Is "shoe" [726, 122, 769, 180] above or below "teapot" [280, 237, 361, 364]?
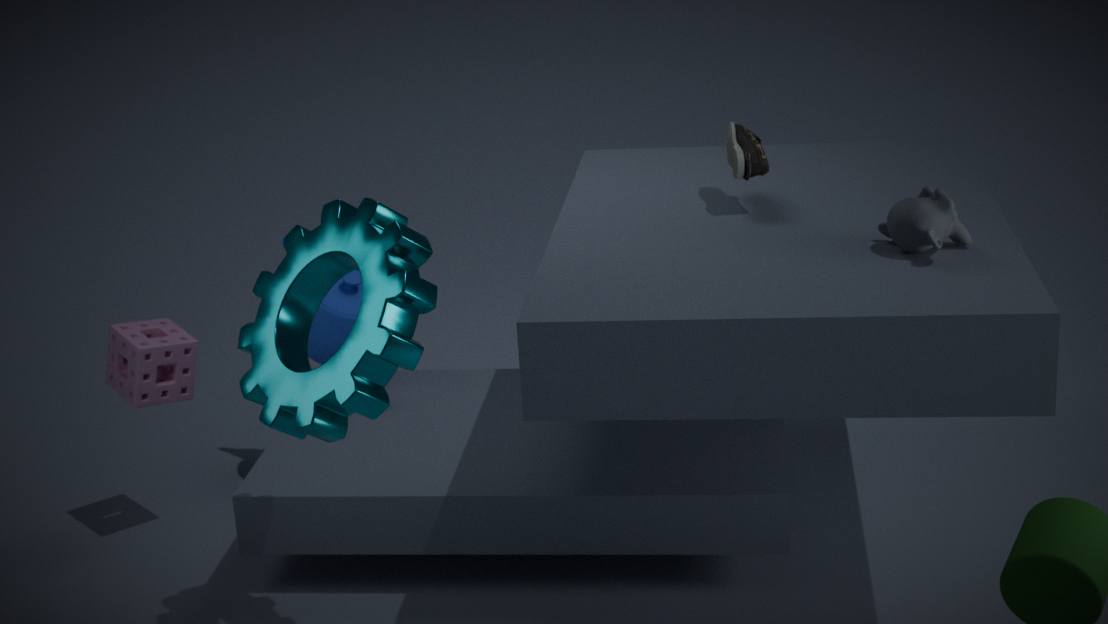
above
